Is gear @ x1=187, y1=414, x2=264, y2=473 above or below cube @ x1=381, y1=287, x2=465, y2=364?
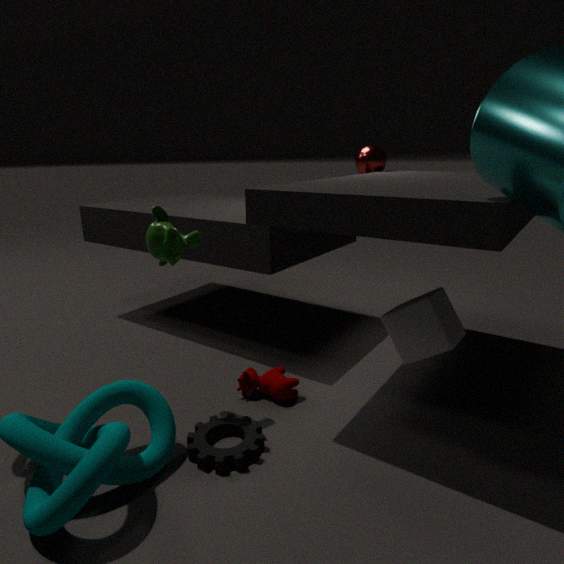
below
